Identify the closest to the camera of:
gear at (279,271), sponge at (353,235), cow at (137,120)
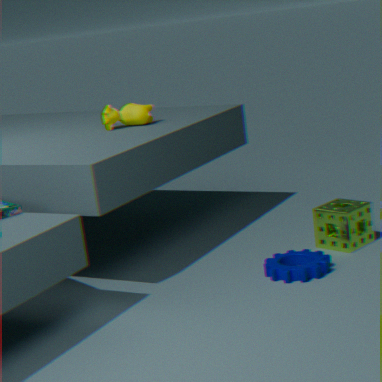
gear at (279,271)
